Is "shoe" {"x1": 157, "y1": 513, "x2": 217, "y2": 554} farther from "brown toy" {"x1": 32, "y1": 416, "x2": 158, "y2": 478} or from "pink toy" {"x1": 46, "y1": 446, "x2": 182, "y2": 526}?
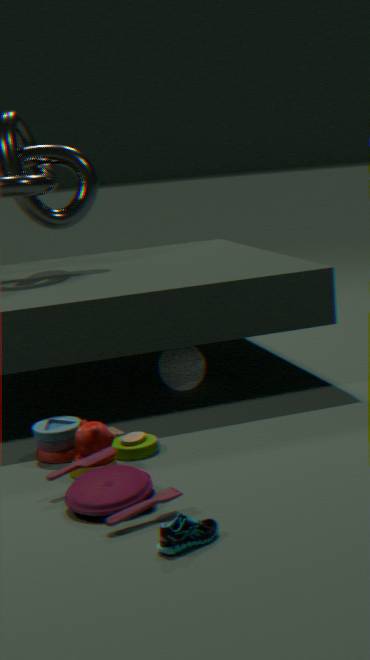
"brown toy" {"x1": 32, "y1": 416, "x2": 158, "y2": 478}
